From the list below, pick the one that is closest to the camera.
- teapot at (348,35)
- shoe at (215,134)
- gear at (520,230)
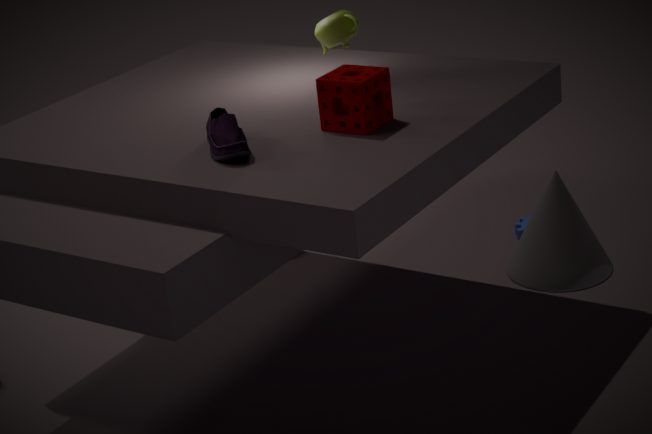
shoe at (215,134)
